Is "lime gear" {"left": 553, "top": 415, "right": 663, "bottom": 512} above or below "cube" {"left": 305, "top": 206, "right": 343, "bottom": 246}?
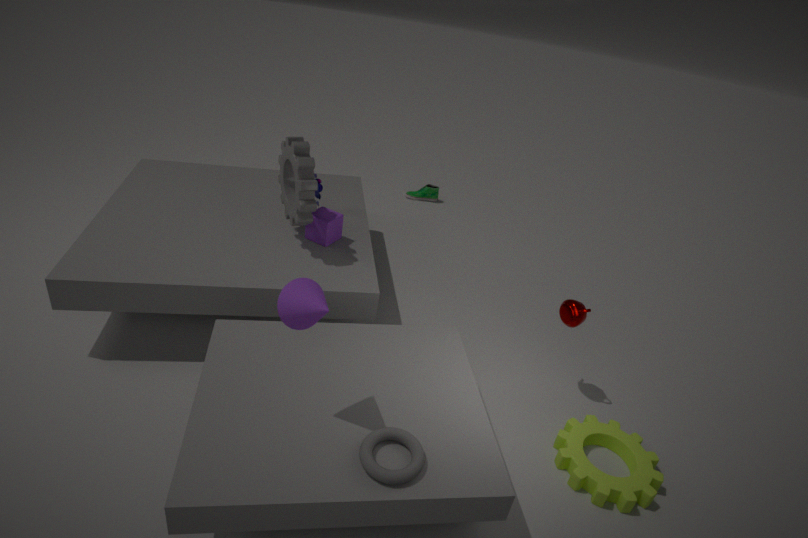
below
